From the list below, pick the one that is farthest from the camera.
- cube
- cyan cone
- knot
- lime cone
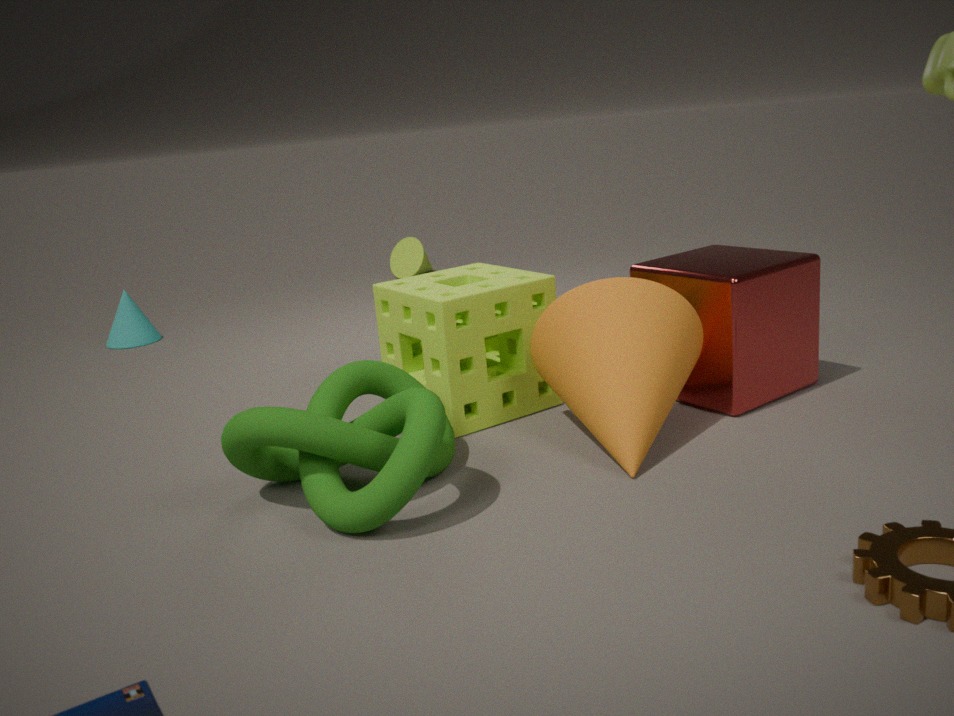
lime cone
